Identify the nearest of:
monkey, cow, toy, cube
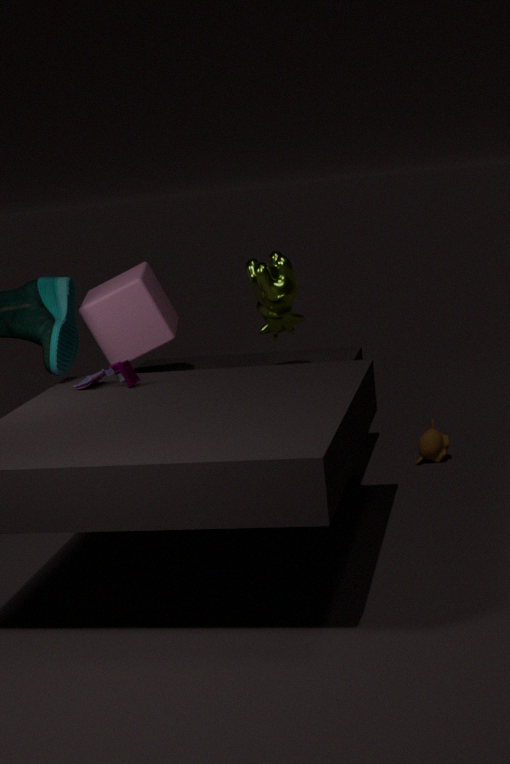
toy
